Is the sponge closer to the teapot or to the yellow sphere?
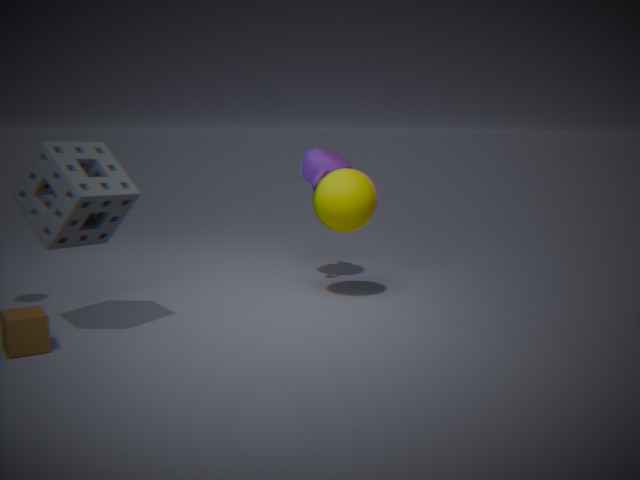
the yellow sphere
